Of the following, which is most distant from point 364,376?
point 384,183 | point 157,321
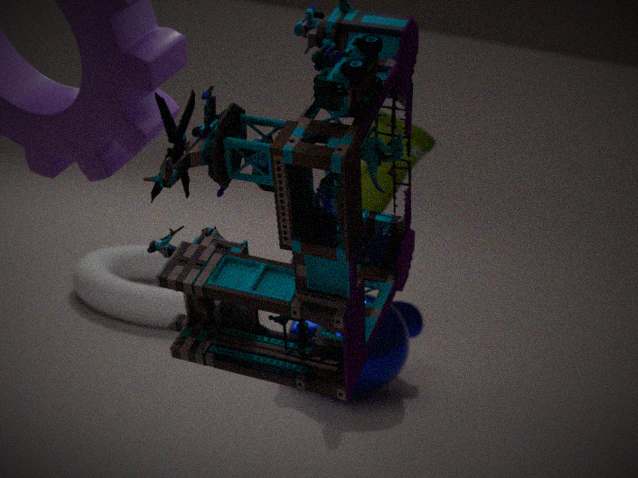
point 157,321
